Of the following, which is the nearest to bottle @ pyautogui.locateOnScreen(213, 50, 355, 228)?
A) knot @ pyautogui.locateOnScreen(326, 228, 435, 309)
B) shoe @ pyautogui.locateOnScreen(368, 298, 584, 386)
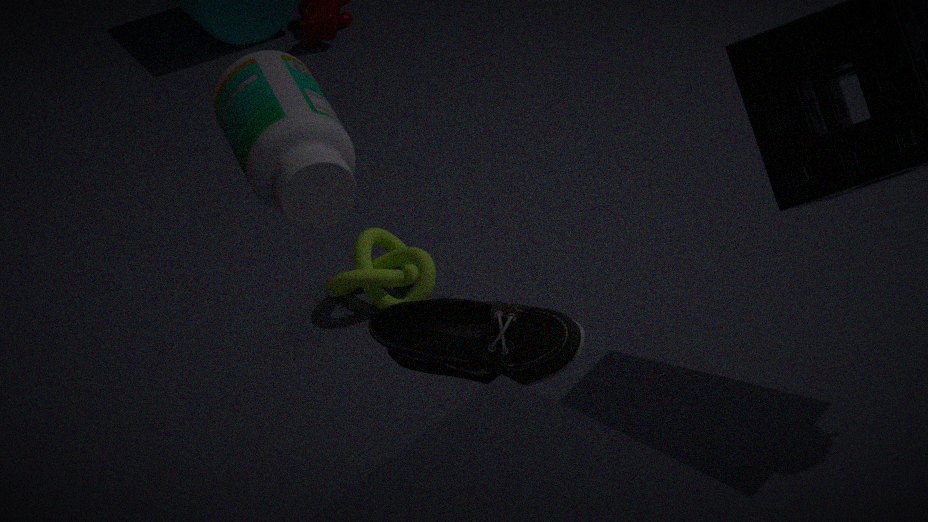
shoe @ pyautogui.locateOnScreen(368, 298, 584, 386)
